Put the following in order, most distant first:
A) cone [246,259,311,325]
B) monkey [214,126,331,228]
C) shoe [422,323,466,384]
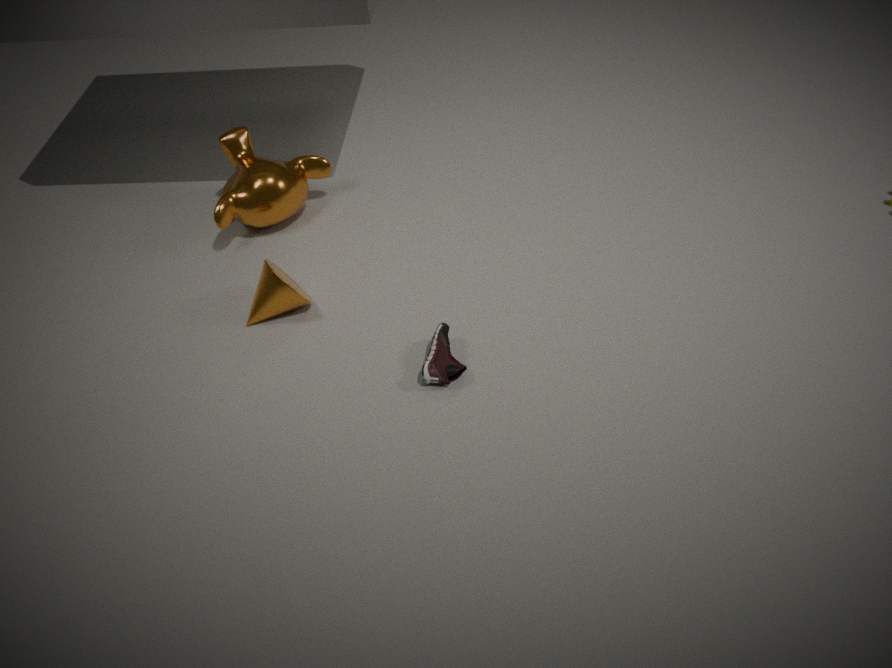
monkey [214,126,331,228] → cone [246,259,311,325] → shoe [422,323,466,384]
